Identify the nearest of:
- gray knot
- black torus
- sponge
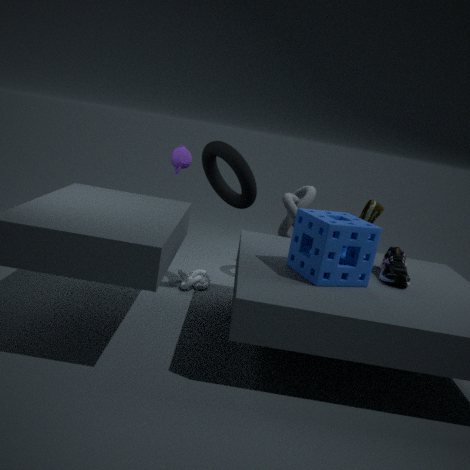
sponge
